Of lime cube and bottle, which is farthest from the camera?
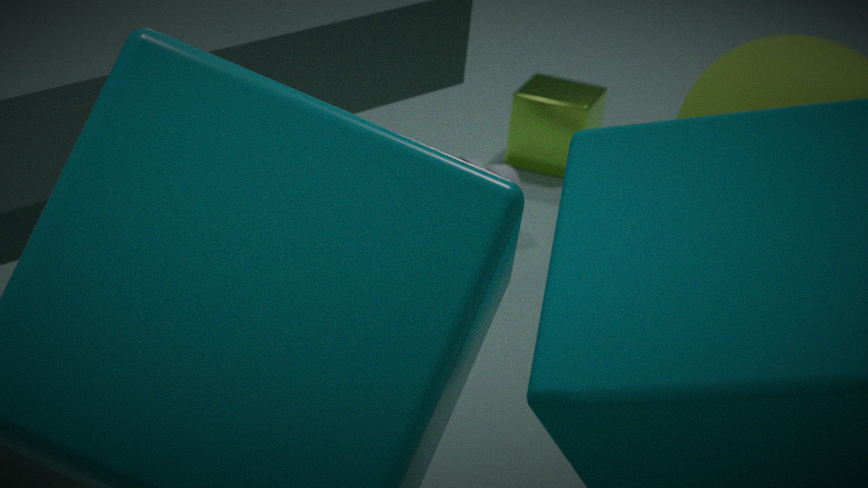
lime cube
